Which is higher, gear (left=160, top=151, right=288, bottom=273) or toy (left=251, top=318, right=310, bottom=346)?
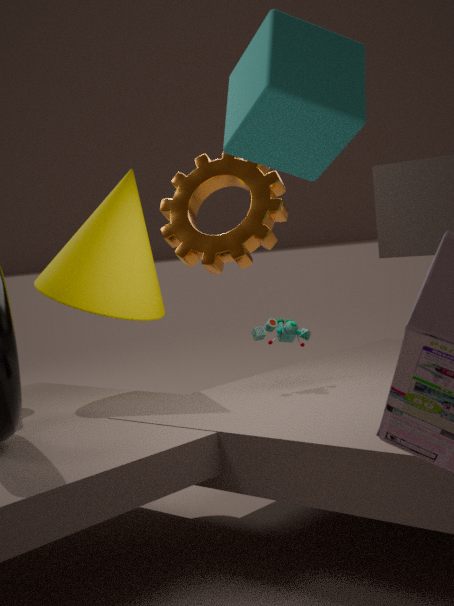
gear (left=160, top=151, right=288, bottom=273)
